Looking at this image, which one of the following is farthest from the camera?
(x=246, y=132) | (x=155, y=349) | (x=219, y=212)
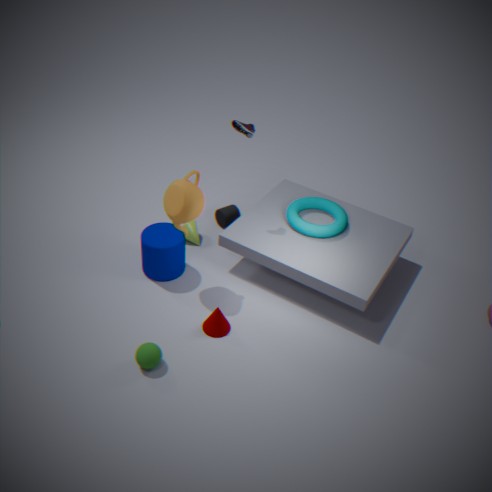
(x=219, y=212)
